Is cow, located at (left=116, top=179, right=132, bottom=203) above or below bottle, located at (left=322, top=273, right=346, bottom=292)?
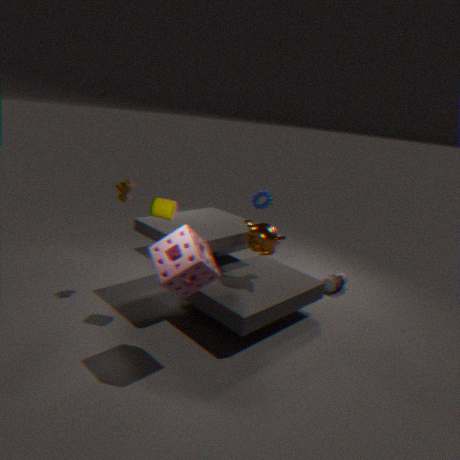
above
